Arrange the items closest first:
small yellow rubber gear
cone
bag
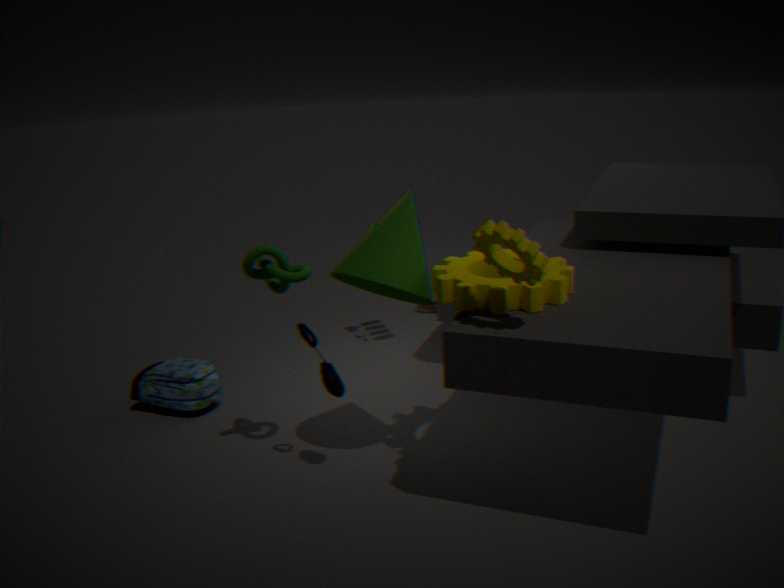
small yellow rubber gear < cone < bag
